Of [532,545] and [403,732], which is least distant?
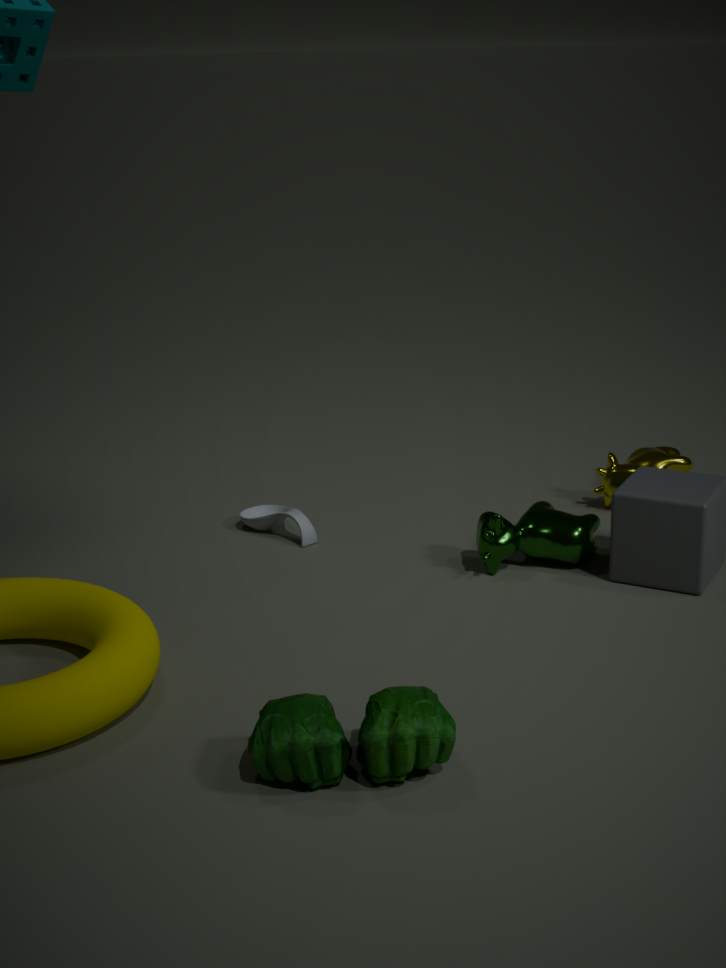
[403,732]
